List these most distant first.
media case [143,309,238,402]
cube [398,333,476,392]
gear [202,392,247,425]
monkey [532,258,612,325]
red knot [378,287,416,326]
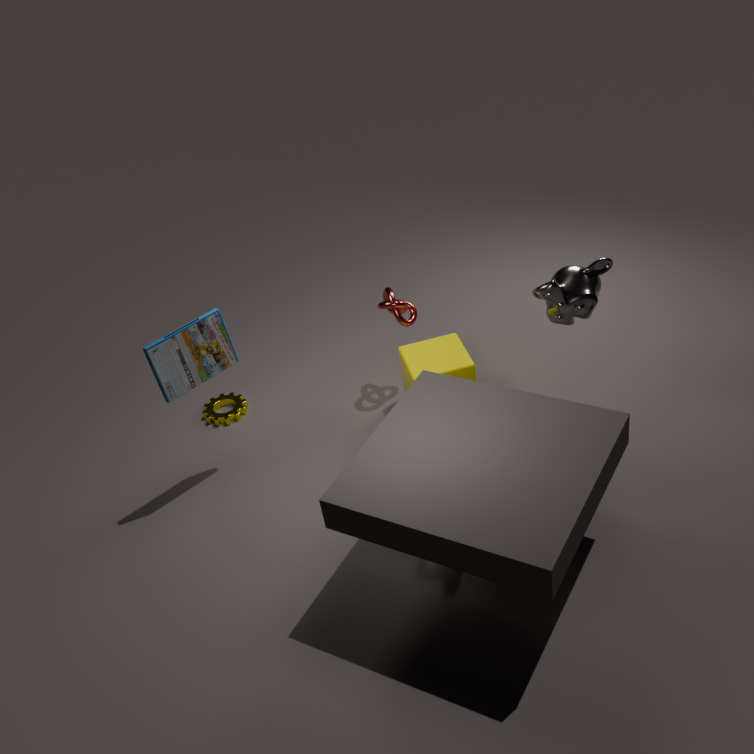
gear [202,392,247,425] → red knot [378,287,416,326] → cube [398,333,476,392] → monkey [532,258,612,325] → media case [143,309,238,402]
